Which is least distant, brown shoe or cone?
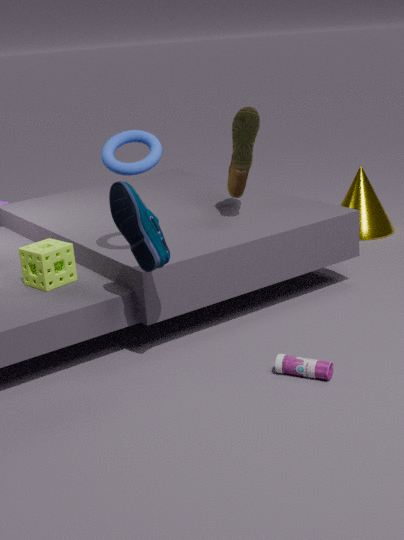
brown shoe
